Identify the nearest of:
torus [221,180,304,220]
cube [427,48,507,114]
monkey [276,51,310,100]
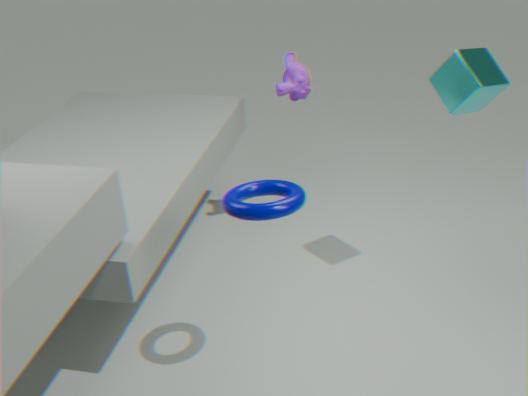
torus [221,180,304,220]
